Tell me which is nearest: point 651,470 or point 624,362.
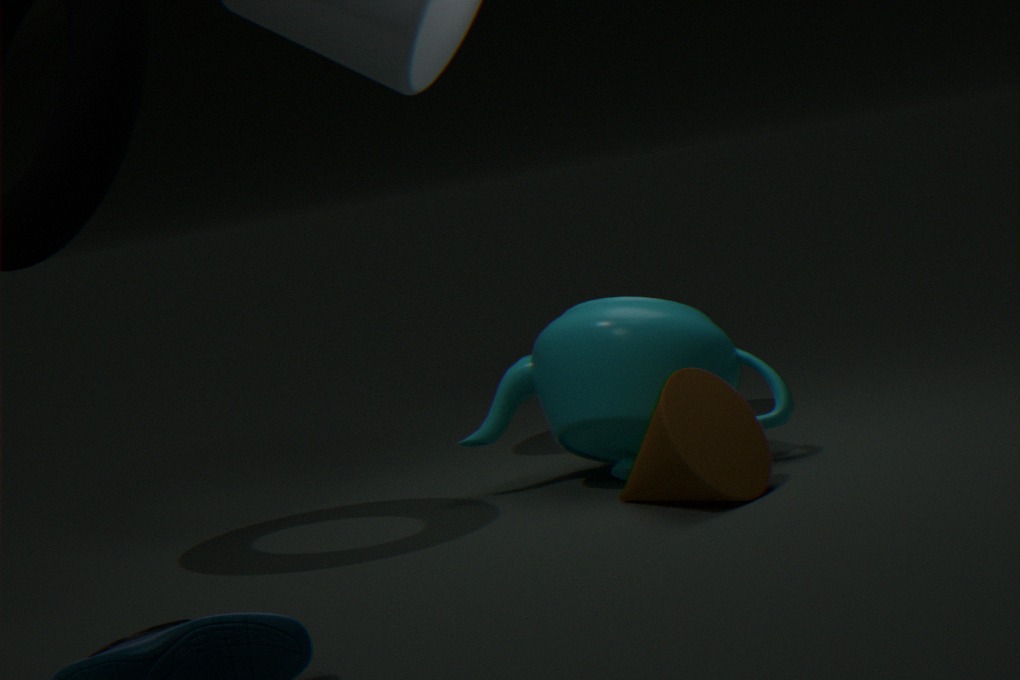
point 651,470
